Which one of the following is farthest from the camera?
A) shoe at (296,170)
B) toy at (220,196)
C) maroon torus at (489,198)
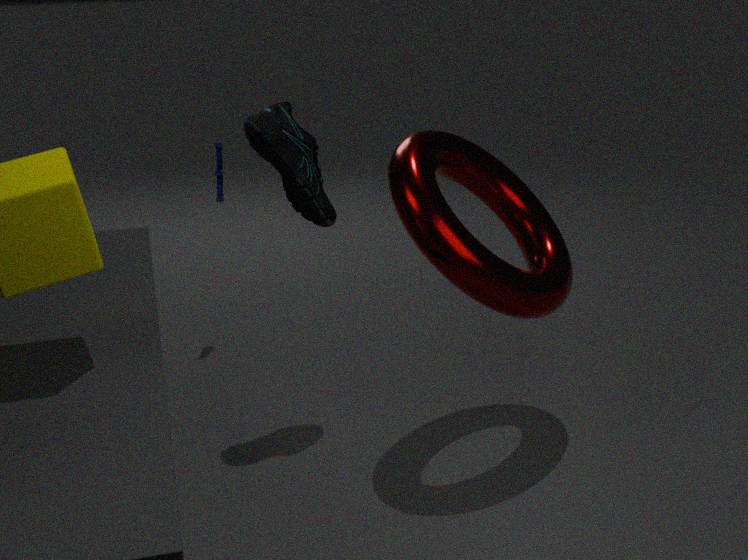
toy at (220,196)
